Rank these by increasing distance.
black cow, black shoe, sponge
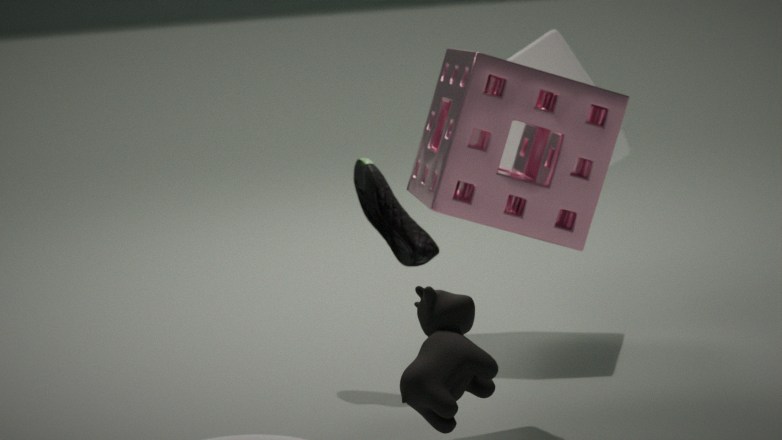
→ black cow
sponge
black shoe
